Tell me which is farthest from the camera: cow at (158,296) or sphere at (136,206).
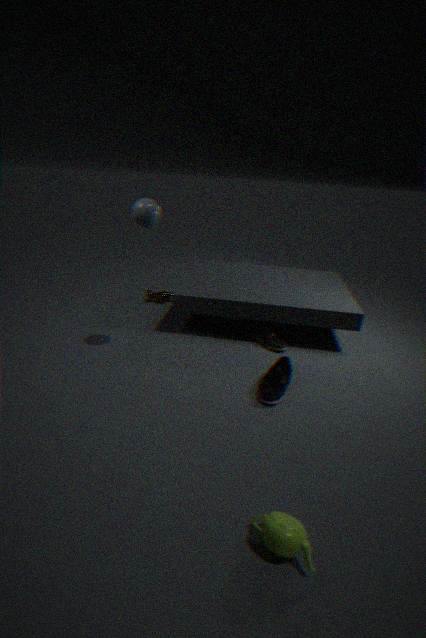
cow at (158,296)
